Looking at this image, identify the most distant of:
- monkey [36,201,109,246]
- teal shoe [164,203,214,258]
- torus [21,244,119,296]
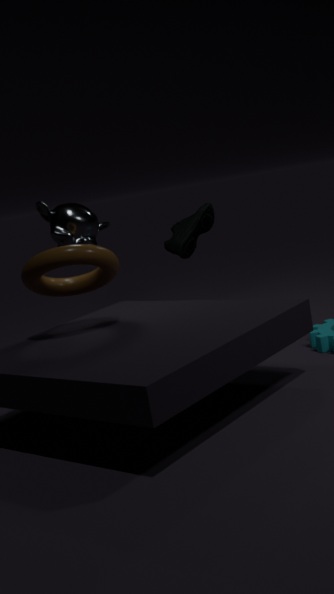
teal shoe [164,203,214,258]
